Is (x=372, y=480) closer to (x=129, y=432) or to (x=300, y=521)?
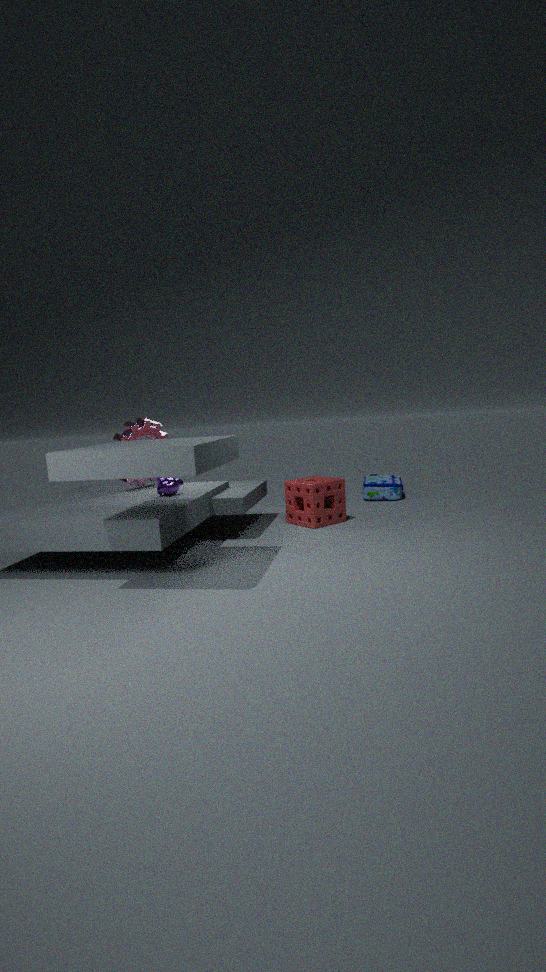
(x=300, y=521)
